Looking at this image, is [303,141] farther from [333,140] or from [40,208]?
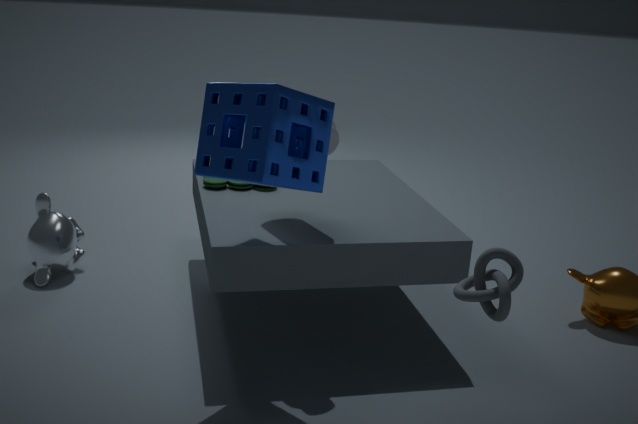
[40,208]
